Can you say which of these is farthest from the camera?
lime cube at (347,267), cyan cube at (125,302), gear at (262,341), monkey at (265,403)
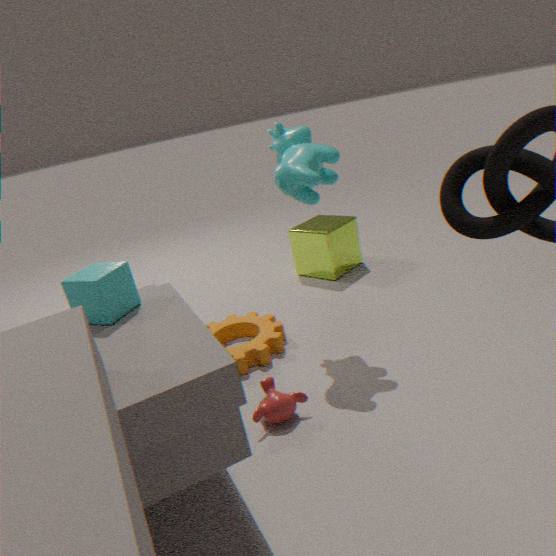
lime cube at (347,267)
